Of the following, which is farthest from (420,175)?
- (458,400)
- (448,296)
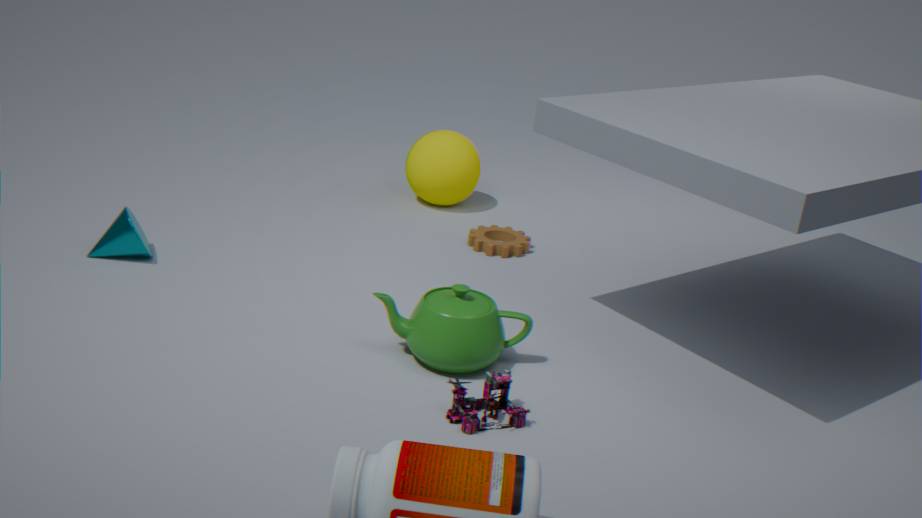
(458,400)
